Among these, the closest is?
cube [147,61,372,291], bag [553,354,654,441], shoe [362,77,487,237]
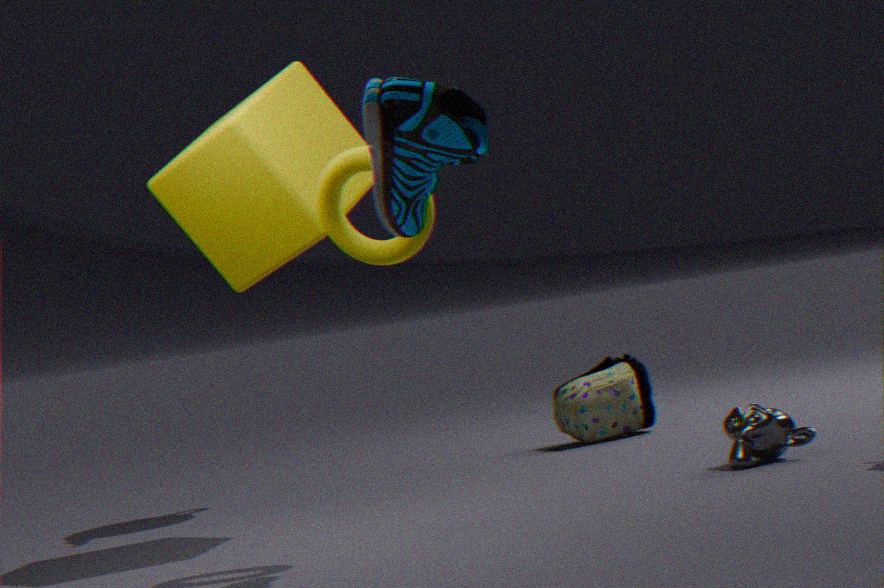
shoe [362,77,487,237]
